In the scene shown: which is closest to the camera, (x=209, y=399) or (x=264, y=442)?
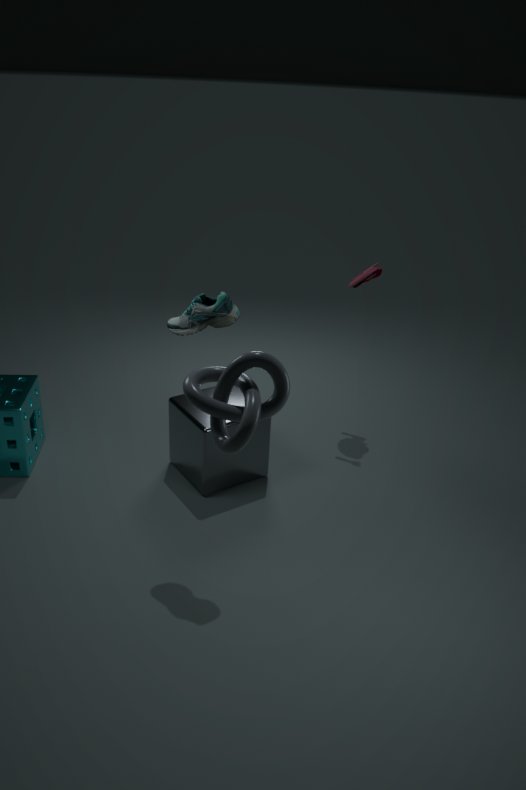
(x=209, y=399)
